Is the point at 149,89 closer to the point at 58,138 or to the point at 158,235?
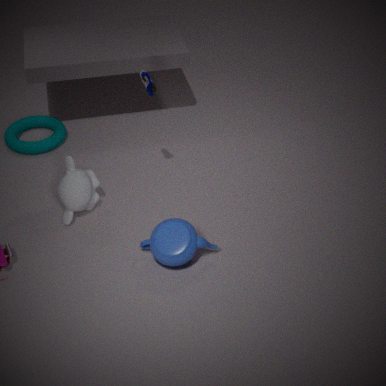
the point at 158,235
